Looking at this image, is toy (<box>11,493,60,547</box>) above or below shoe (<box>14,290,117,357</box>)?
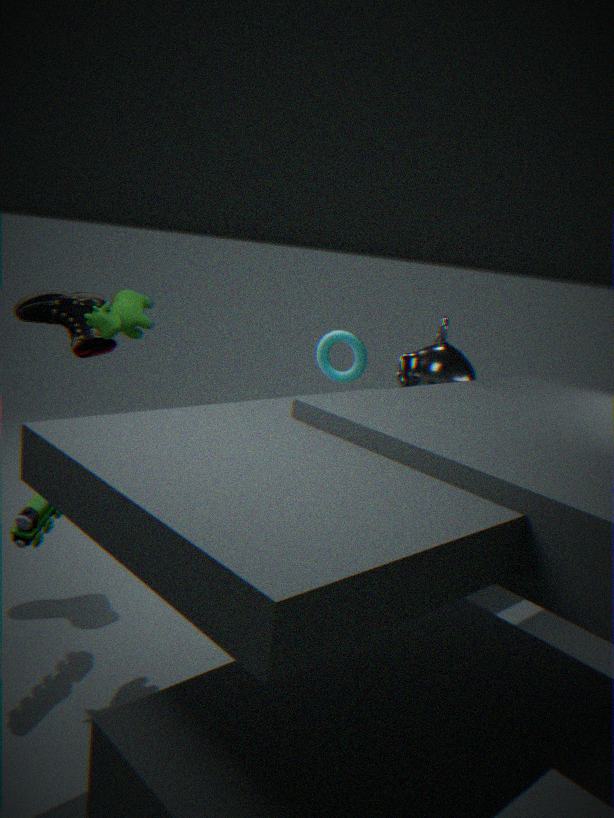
below
